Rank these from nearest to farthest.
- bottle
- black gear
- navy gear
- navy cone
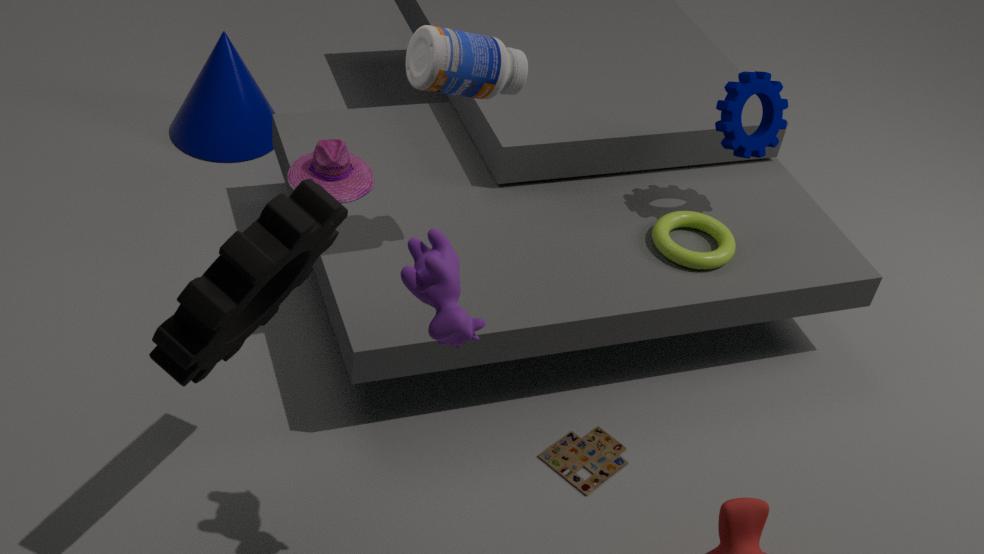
1. black gear
2. bottle
3. navy gear
4. navy cone
